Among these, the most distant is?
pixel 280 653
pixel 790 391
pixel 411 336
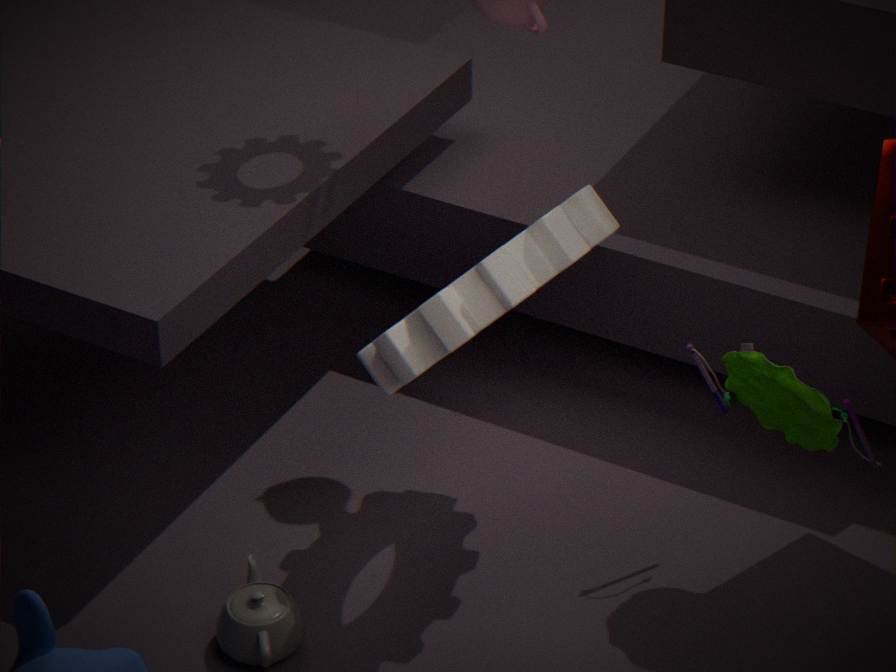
pixel 280 653
